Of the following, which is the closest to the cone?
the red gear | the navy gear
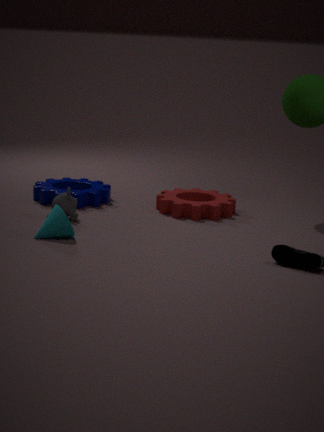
the navy gear
